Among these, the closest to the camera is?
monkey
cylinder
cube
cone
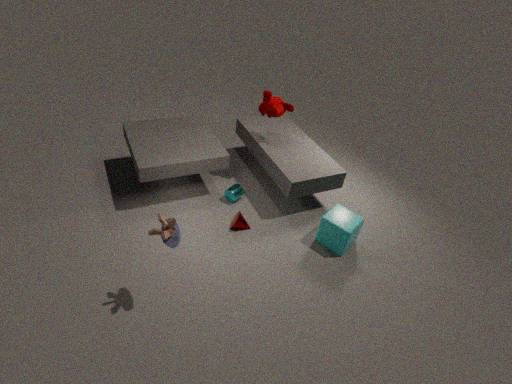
cube
